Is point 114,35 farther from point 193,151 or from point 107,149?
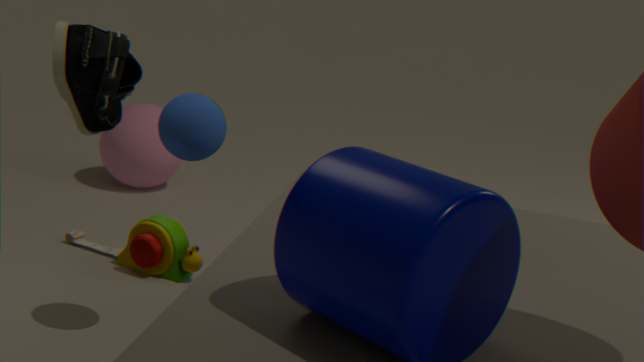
point 107,149
